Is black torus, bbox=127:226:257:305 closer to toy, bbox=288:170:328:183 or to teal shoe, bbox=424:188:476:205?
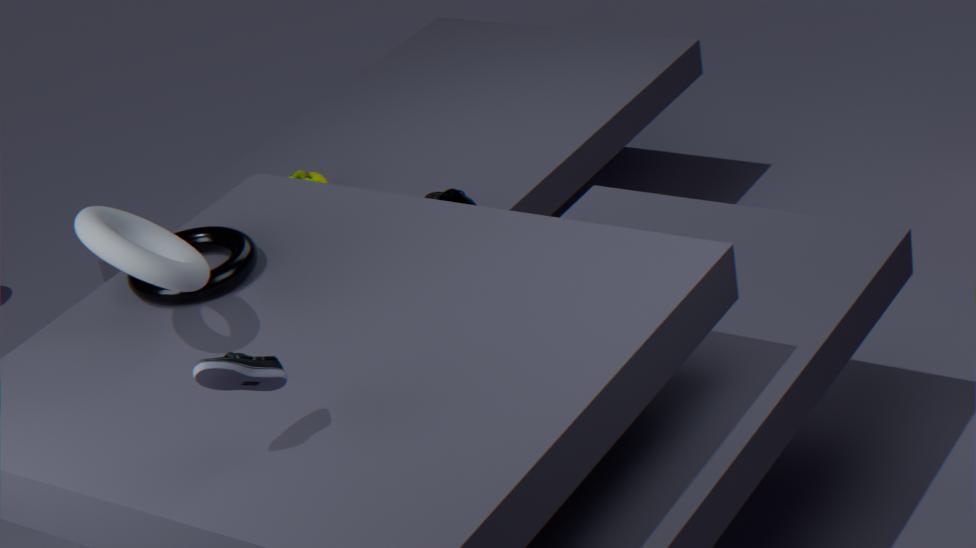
toy, bbox=288:170:328:183
